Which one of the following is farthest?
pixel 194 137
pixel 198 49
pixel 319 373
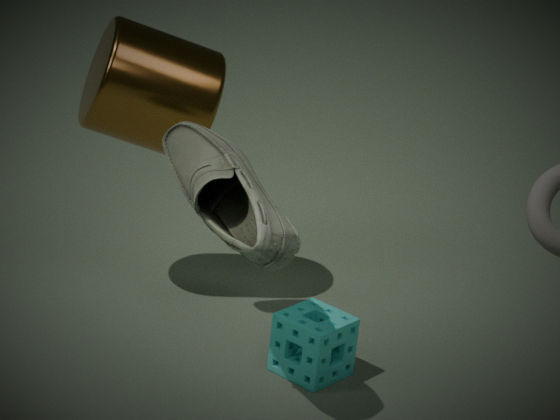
pixel 198 49
